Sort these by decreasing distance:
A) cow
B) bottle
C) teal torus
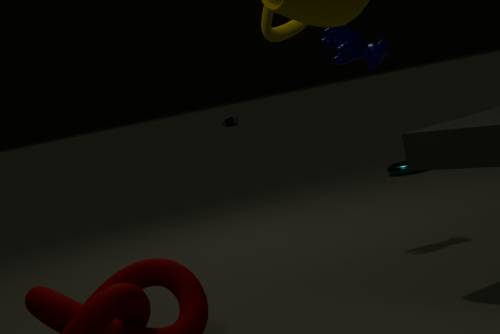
bottle < teal torus < cow
